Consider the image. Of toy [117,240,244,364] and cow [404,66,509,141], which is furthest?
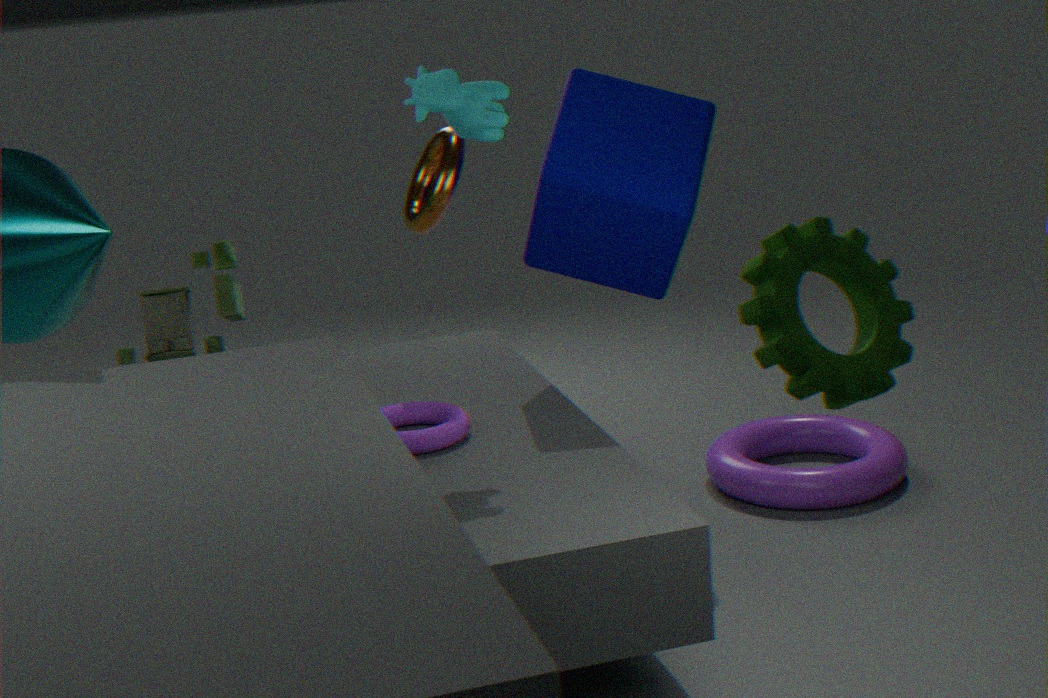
toy [117,240,244,364]
